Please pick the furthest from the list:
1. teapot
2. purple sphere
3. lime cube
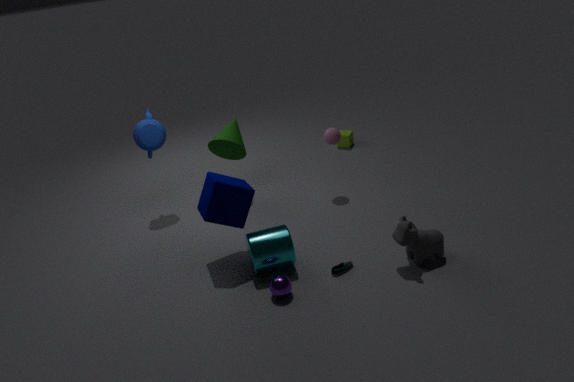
lime cube
